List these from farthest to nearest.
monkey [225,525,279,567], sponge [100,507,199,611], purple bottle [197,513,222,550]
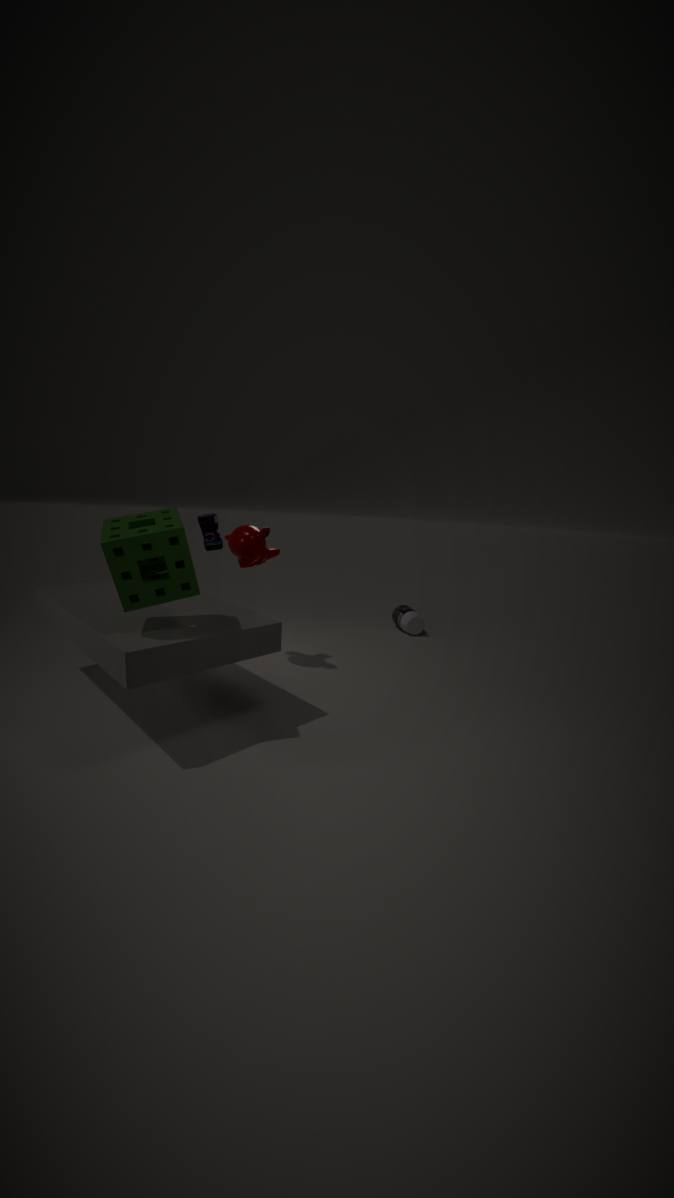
purple bottle [197,513,222,550] < monkey [225,525,279,567] < sponge [100,507,199,611]
